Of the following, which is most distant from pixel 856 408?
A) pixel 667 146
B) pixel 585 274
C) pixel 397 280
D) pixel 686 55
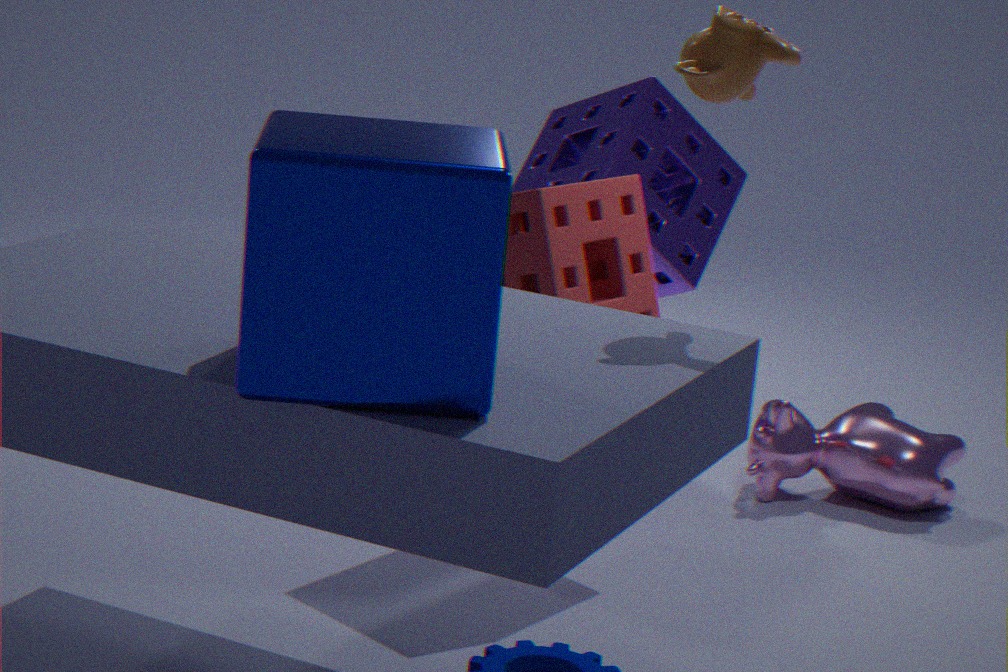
pixel 397 280
